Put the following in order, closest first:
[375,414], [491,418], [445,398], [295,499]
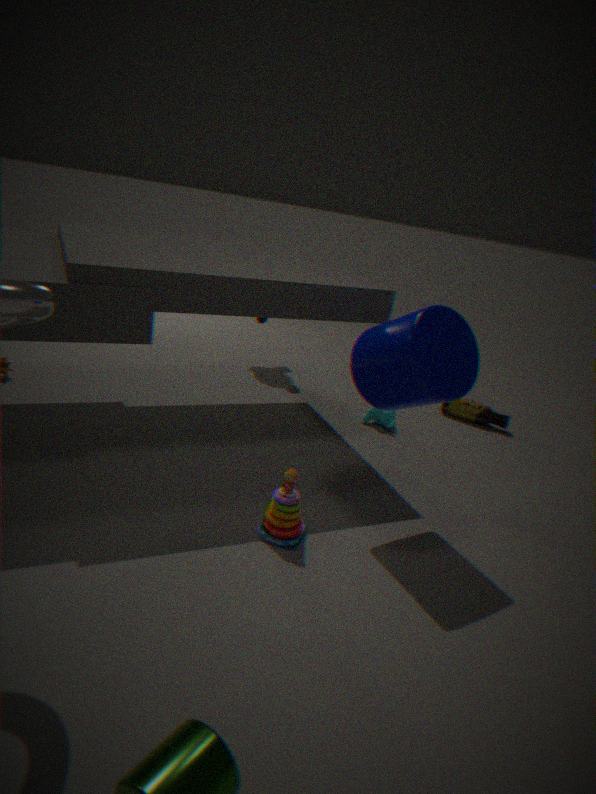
[445,398] → [295,499] → [375,414] → [491,418]
